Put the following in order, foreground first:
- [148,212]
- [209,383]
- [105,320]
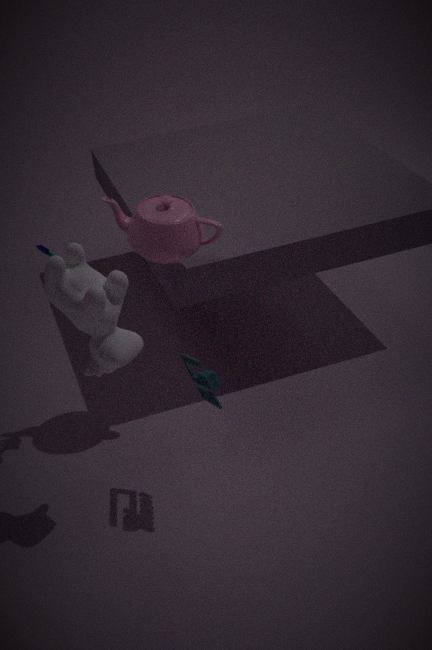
[105,320] → [209,383] → [148,212]
